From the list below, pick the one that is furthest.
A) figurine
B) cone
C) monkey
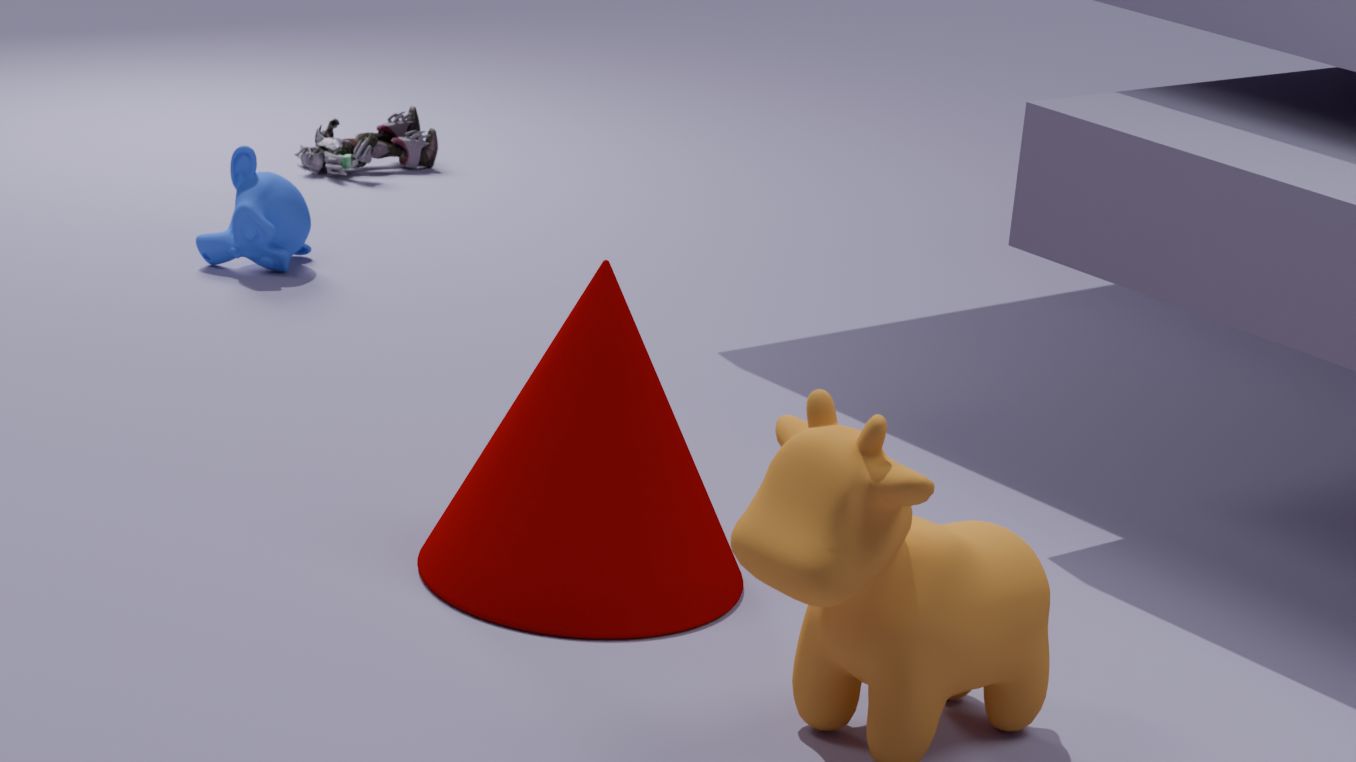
figurine
